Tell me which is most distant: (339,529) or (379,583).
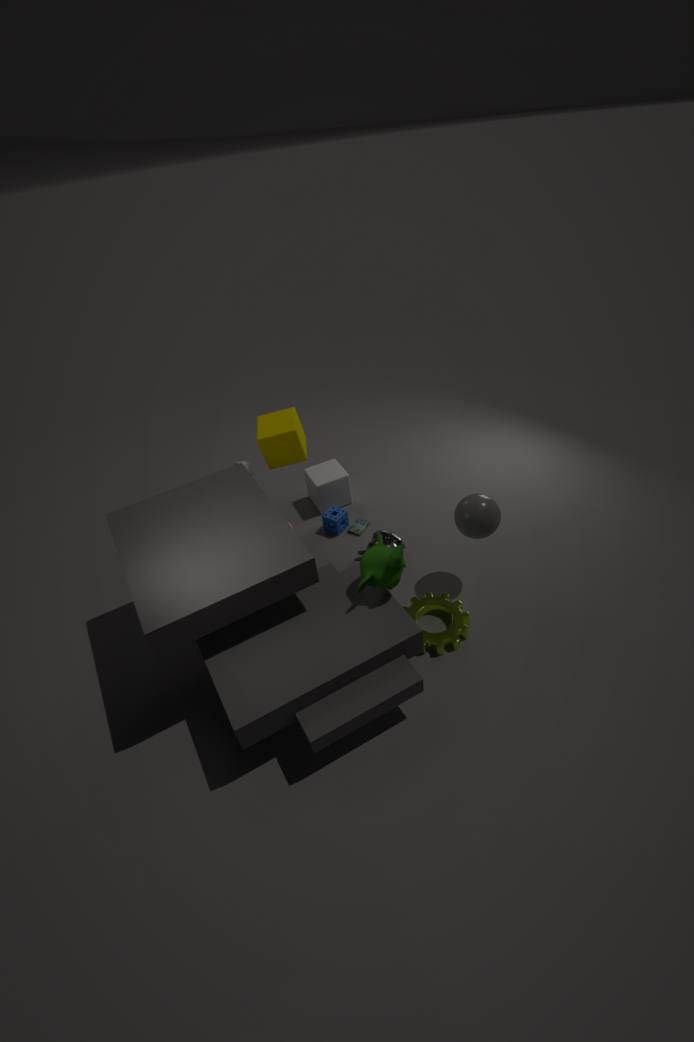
(339,529)
